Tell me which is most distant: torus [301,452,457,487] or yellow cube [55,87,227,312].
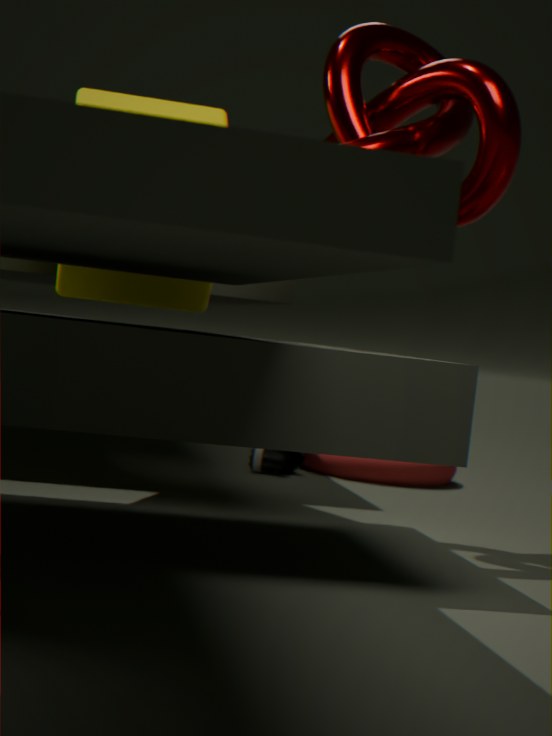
torus [301,452,457,487]
